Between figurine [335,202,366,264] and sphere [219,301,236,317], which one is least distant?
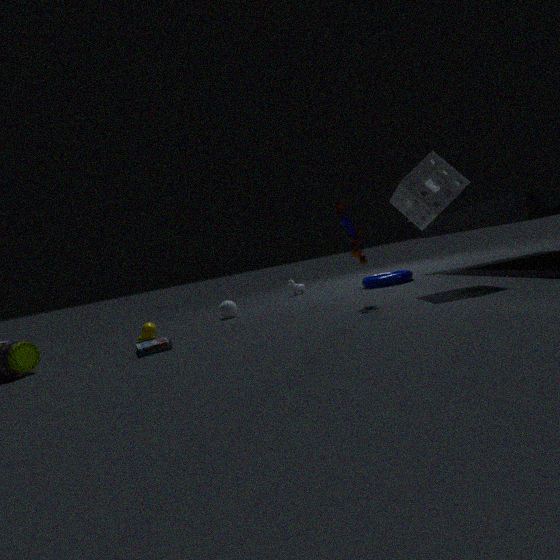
figurine [335,202,366,264]
